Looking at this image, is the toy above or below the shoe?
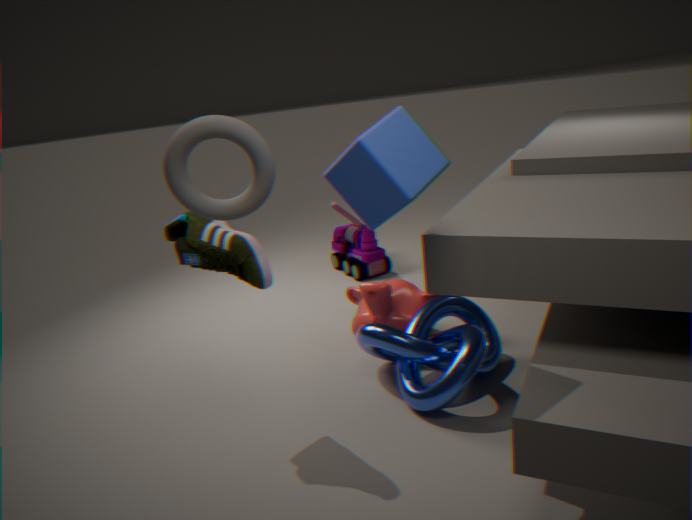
below
